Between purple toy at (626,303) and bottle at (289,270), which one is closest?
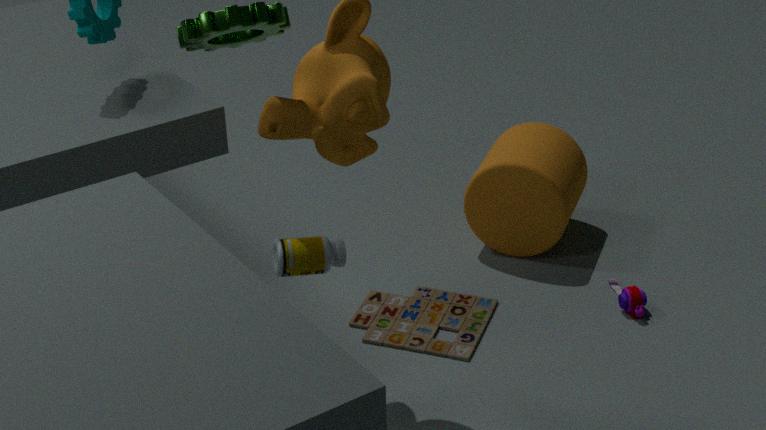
bottle at (289,270)
